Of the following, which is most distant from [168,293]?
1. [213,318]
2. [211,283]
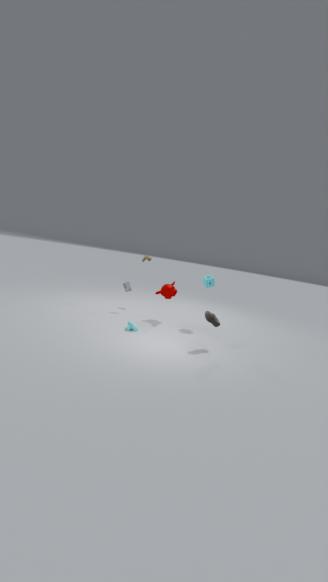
[213,318]
